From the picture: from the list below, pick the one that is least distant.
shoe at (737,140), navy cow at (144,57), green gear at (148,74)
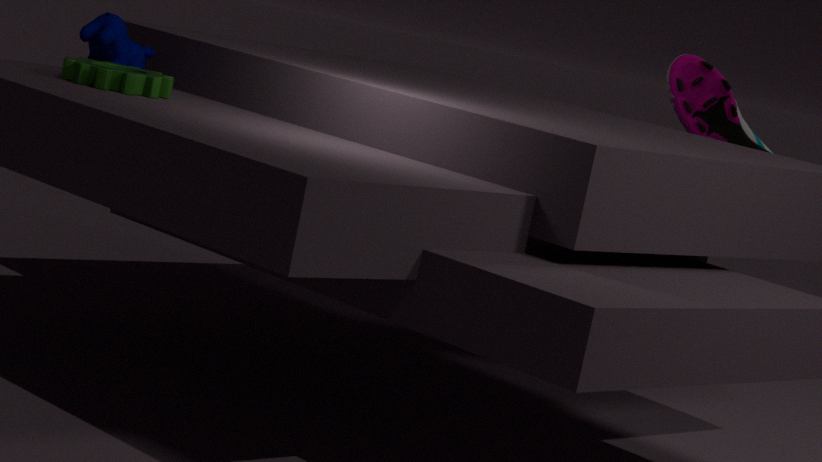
green gear at (148,74)
